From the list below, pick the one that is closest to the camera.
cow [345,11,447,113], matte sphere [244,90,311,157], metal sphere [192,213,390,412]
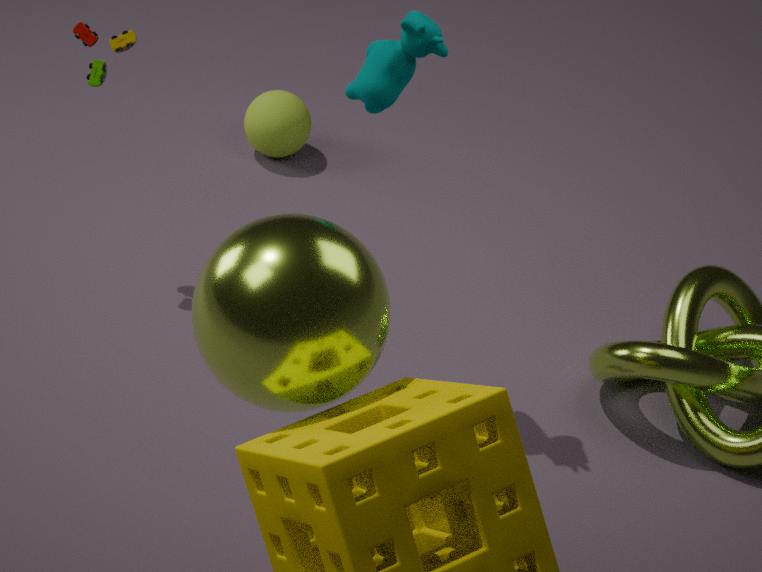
metal sphere [192,213,390,412]
